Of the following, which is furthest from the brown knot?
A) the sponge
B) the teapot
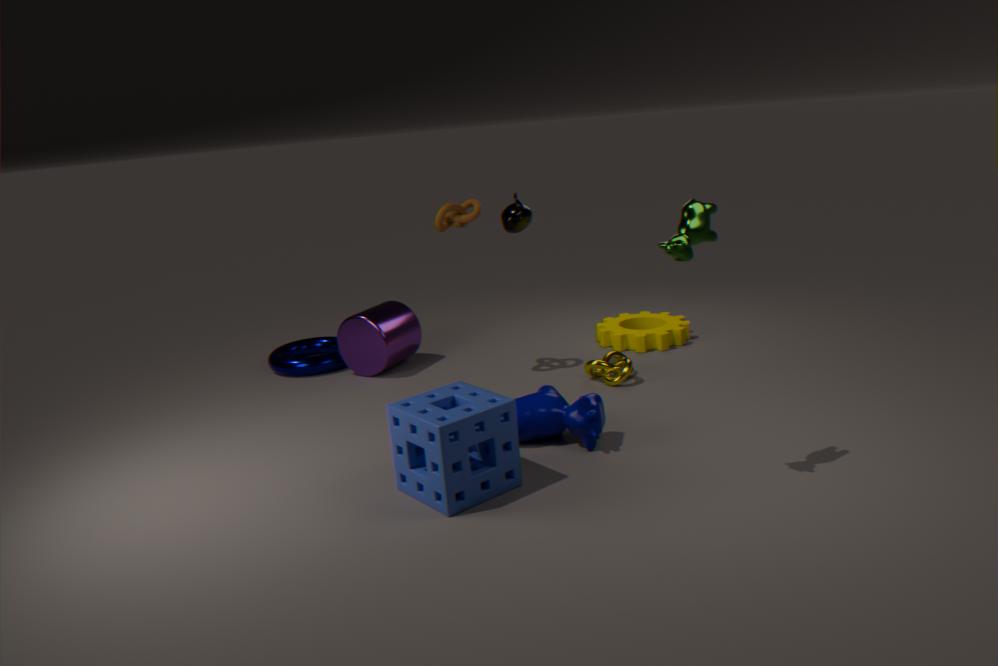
the sponge
